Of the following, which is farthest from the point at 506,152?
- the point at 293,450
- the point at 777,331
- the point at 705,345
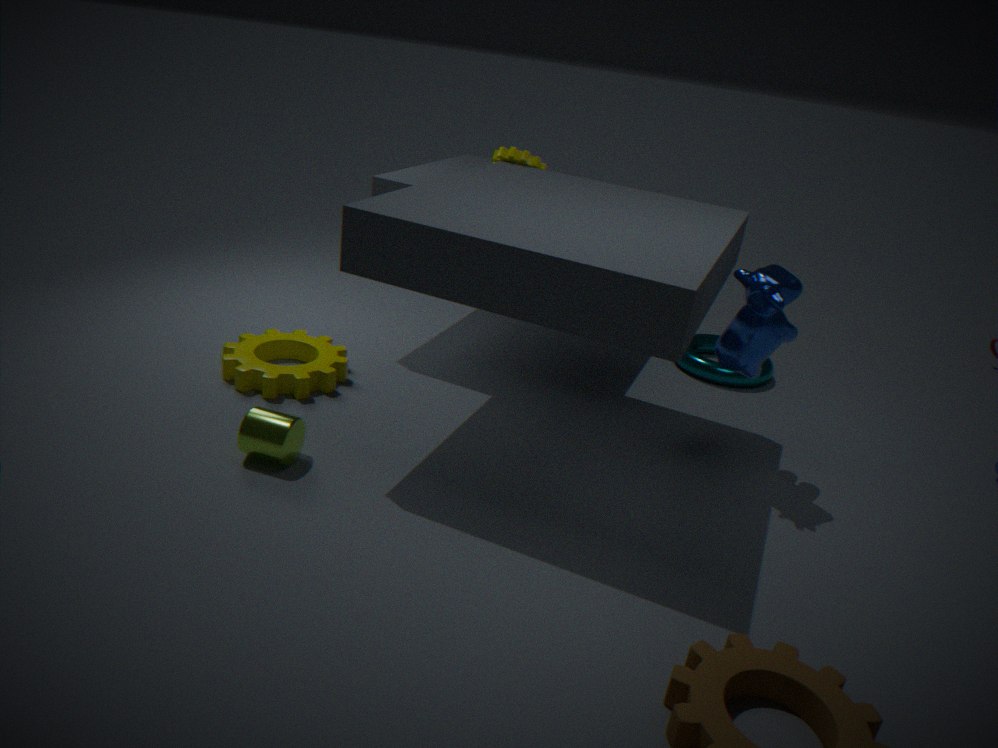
the point at 293,450
